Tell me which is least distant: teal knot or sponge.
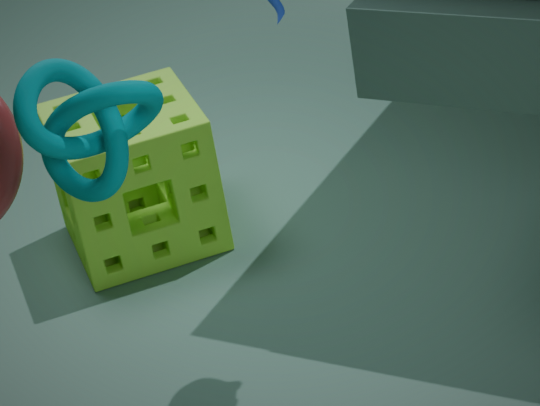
teal knot
